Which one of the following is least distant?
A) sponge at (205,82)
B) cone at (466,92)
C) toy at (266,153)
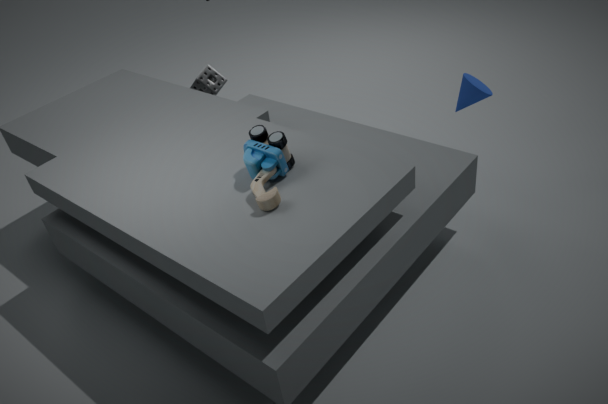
toy at (266,153)
